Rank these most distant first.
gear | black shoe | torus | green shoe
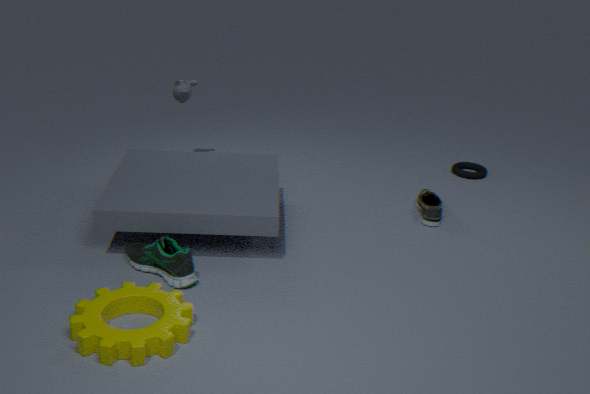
1. torus
2. black shoe
3. green shoe
4. gear
